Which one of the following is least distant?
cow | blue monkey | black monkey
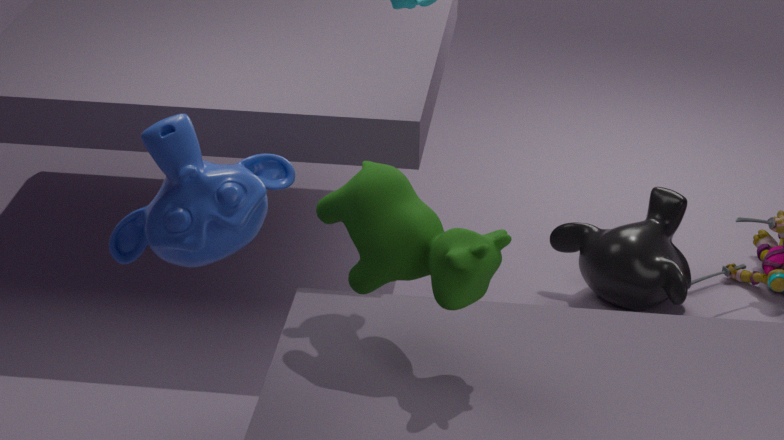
blue monkey
